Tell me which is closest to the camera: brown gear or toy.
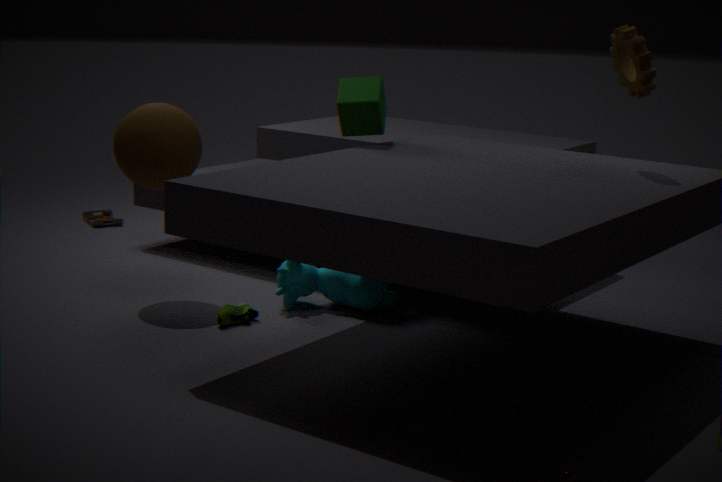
brown gear
